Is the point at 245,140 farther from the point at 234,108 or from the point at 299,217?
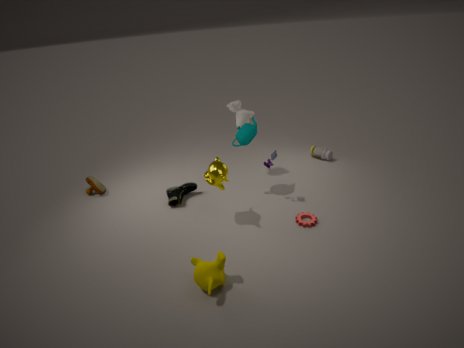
the point at 299,217
